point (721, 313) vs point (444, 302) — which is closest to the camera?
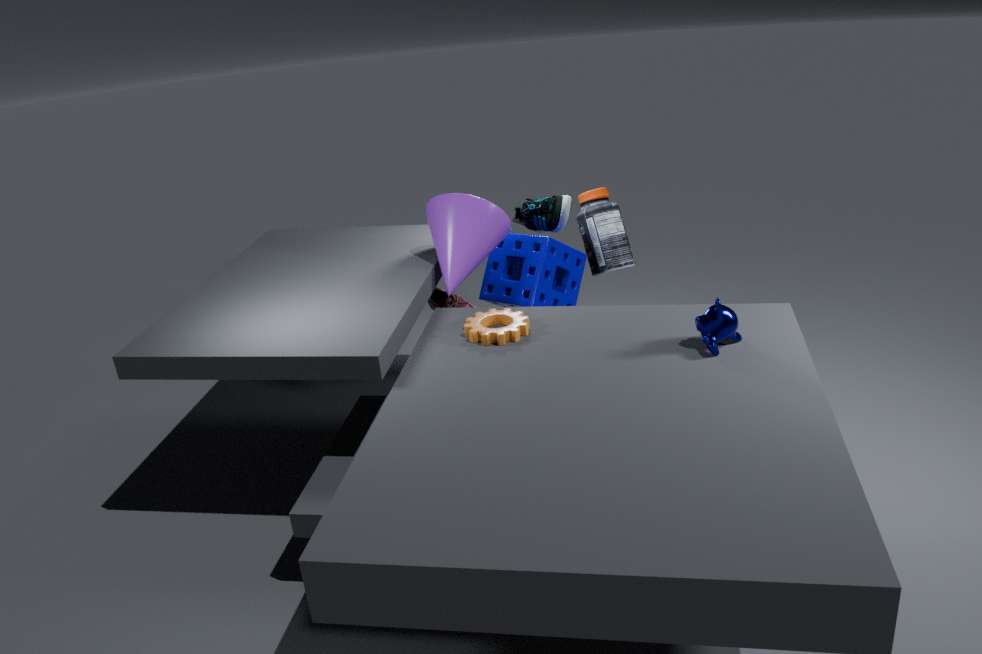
point (721, 313)
